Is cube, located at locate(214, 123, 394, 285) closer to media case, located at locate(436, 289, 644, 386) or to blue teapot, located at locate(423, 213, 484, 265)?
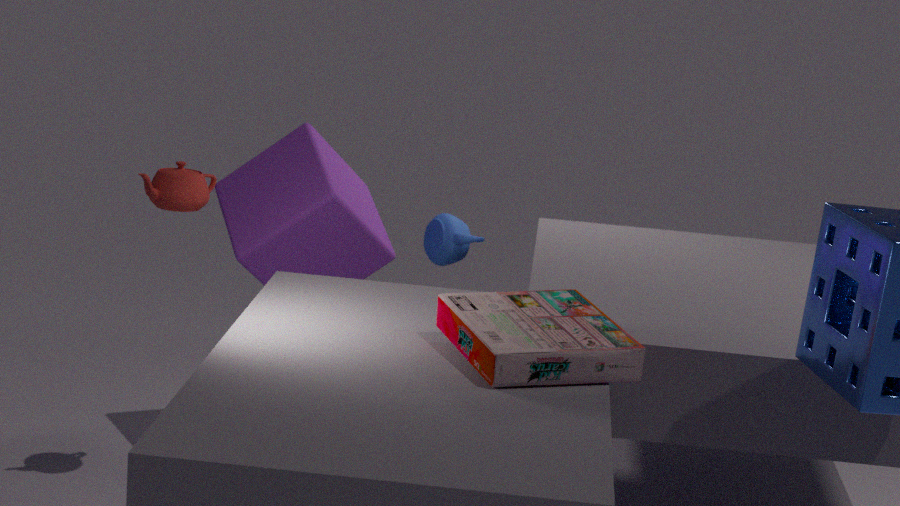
blue teapot, located at locate(423, 213, 484, 265)
